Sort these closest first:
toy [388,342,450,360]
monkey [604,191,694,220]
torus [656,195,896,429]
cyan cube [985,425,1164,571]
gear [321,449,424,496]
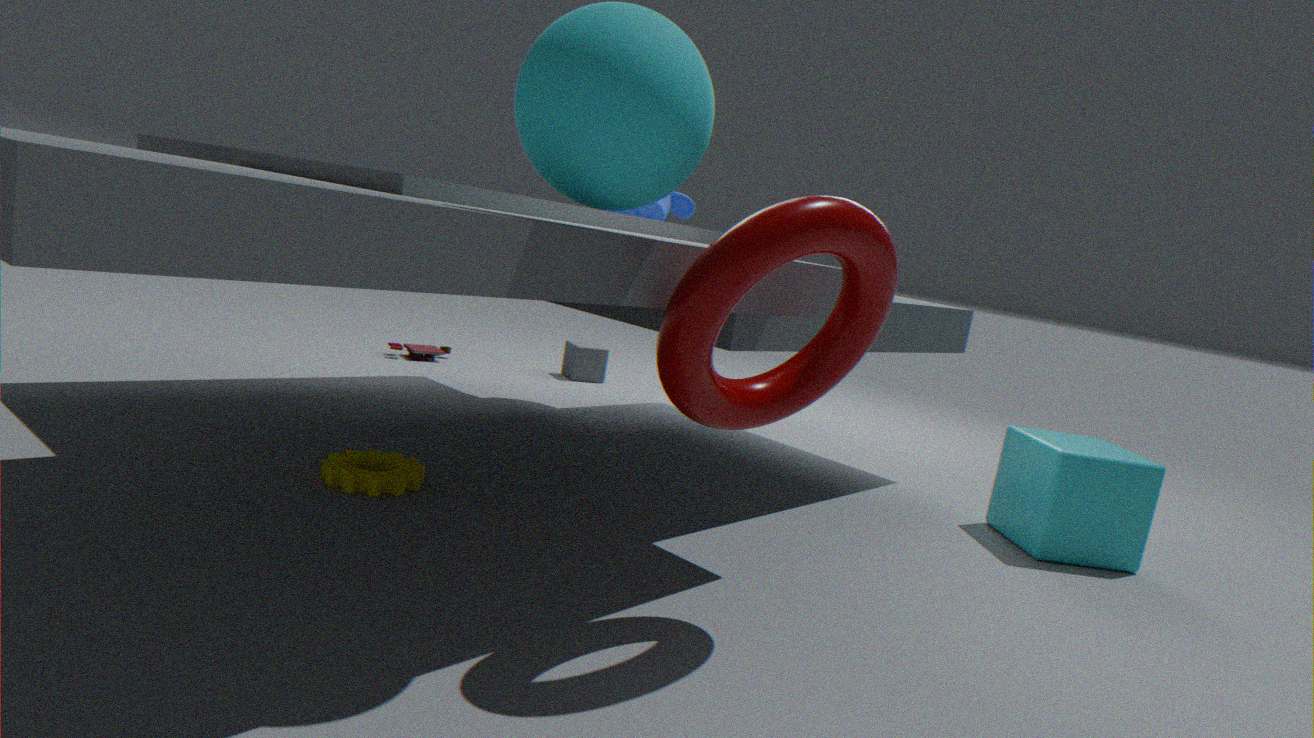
torus [656,195,896,429] → gear [321,449,424,496] → cyan cube [985,425,1164,571] → monkey [604,191,694,220] → toy [388,342,450,360]
